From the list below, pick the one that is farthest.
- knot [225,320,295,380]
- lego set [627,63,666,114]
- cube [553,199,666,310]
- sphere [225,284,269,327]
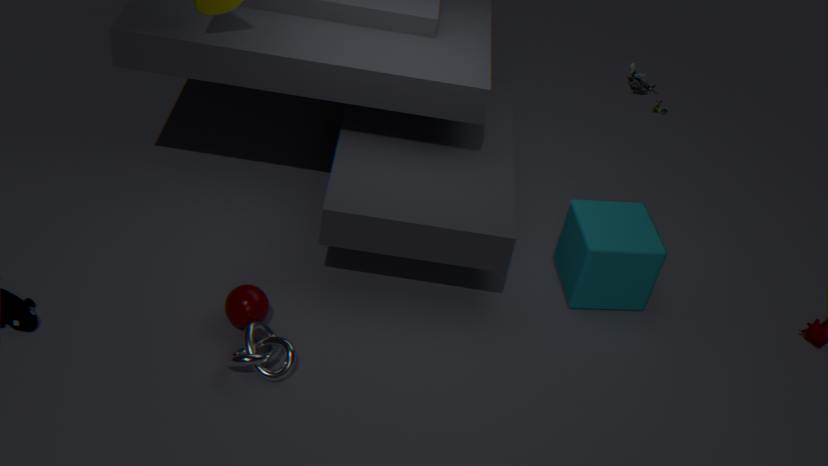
cube [553,199,666,310]
